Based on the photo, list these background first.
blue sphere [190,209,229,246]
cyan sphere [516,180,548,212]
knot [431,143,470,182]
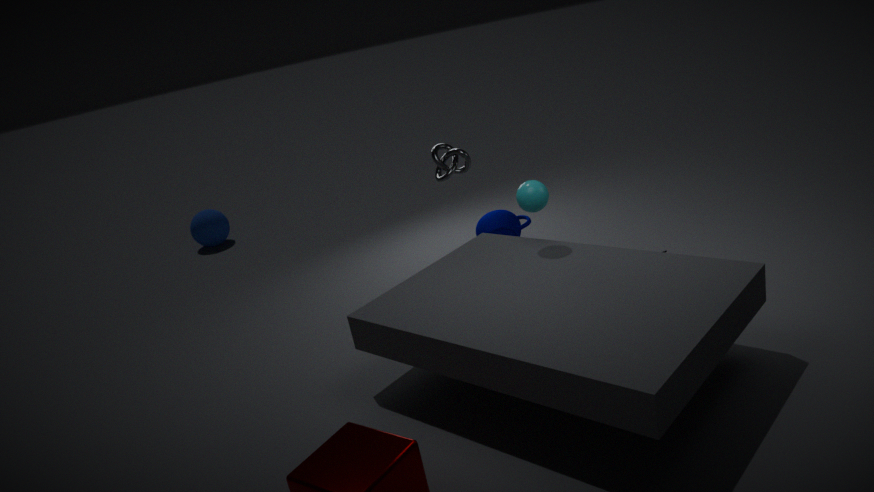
blue sphere [190,209,229,246]
knot [431,143,470,182]
cyan sphere [516,180,548,212]
